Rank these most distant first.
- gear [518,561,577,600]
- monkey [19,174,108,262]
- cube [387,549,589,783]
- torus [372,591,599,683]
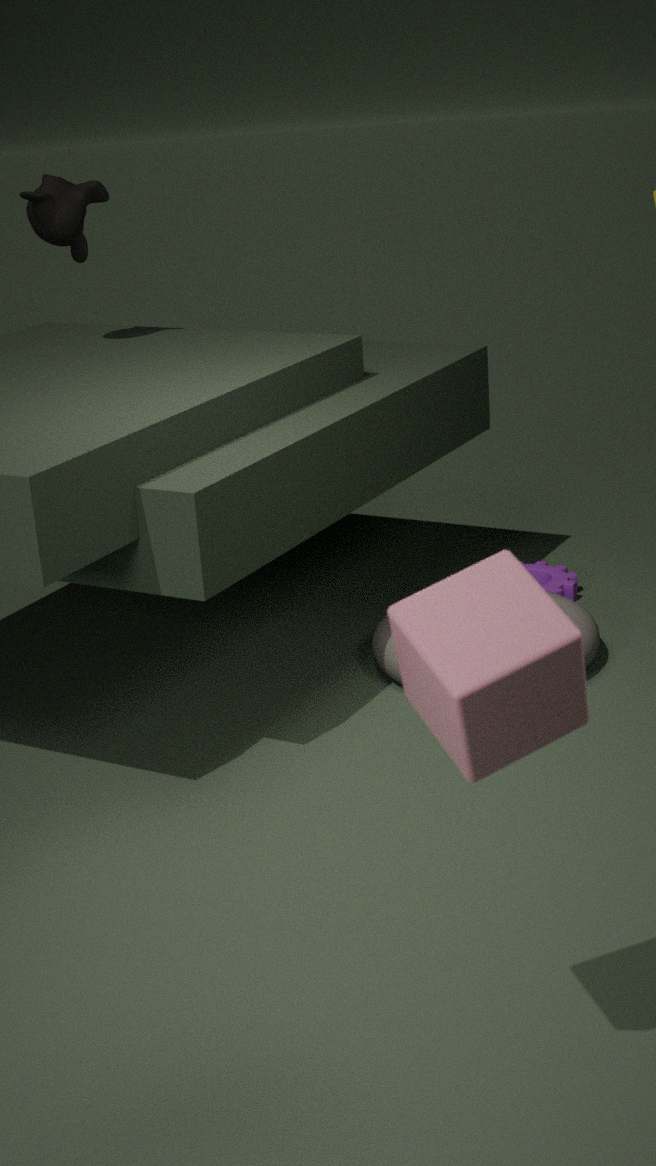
gear [518,561,577,600], monkey [19,174,108,262], torus [372,591,599,683], cube [387,549,589,783]
